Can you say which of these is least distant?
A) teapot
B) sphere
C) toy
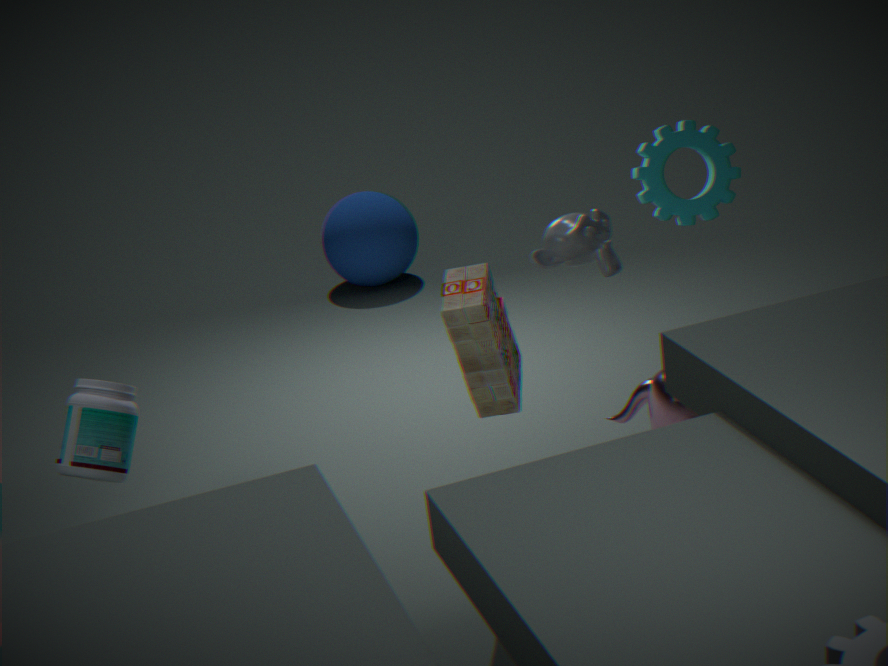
toy
